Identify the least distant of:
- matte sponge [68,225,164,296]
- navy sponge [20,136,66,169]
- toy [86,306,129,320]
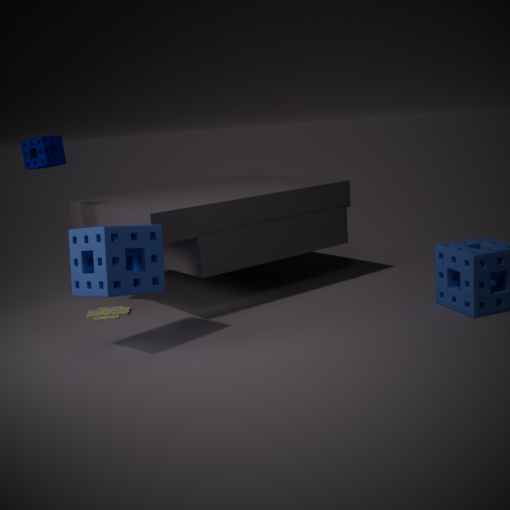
matte sponge [68,225,164,296]
